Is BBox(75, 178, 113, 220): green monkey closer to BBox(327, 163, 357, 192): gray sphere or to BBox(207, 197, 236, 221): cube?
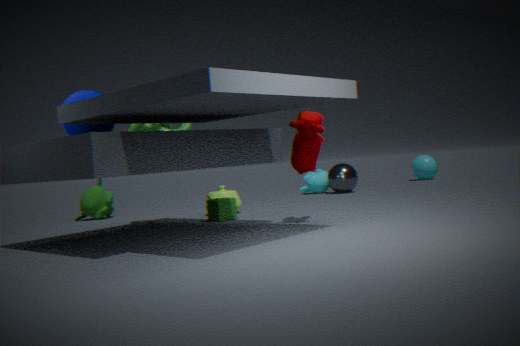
BBox(207, 197, 236, 221): cube
